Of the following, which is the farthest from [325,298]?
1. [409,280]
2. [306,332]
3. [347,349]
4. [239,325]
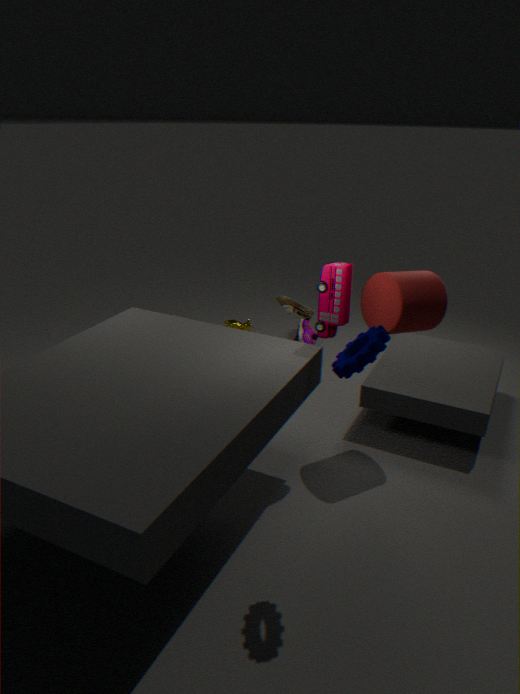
[239,325]
